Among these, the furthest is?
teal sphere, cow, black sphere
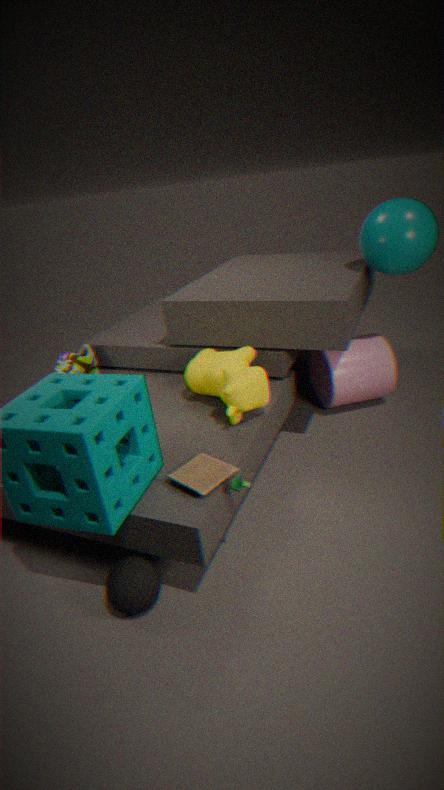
teal sphere
